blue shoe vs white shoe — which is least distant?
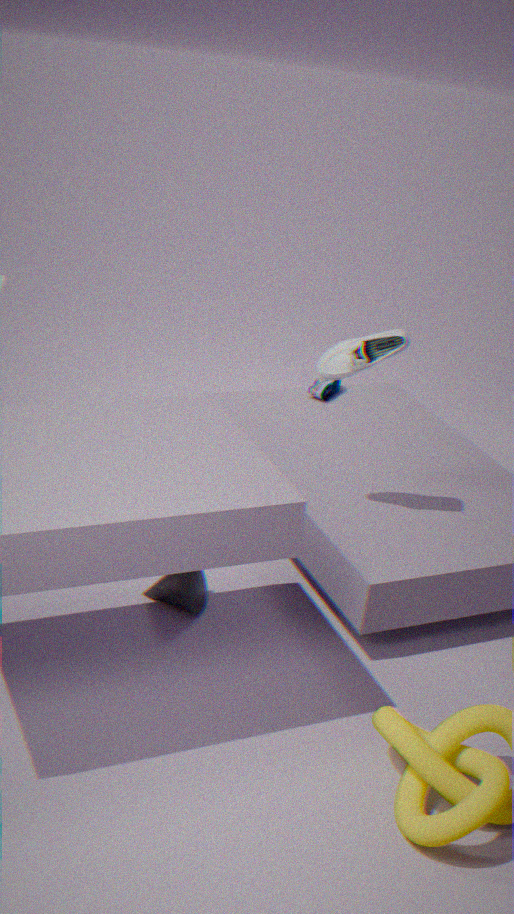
white shoe
